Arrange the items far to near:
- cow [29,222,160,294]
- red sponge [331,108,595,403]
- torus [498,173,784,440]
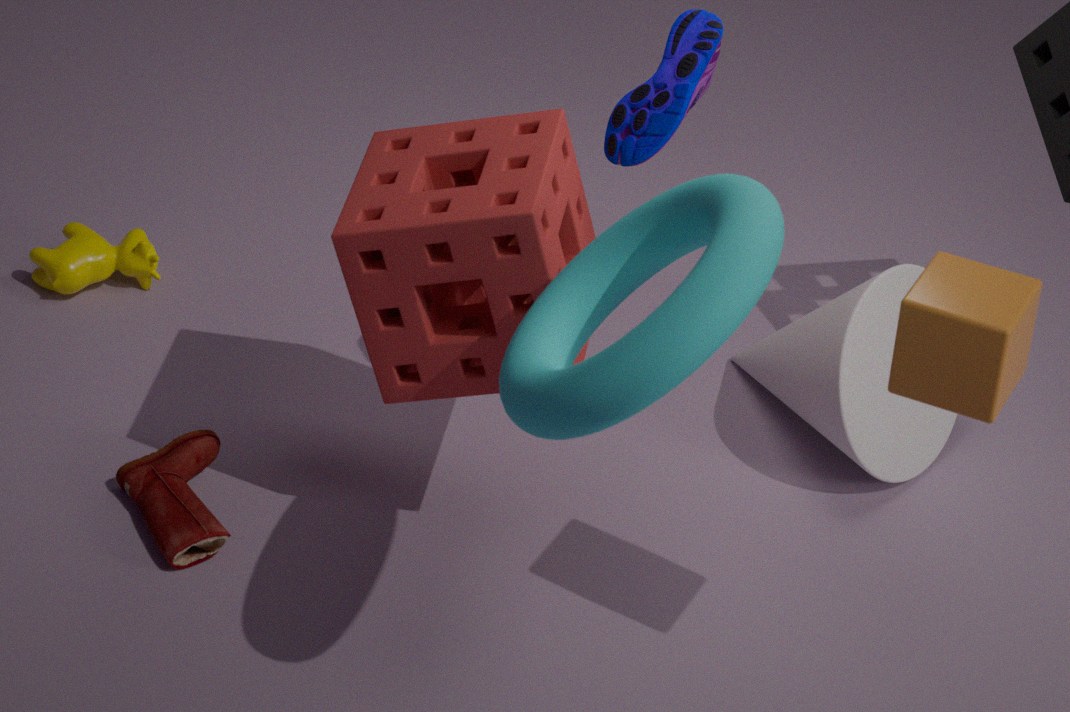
cow [29,222,160,294]
red sponge [331,108,595,403]
torus [498,173,784,440]
